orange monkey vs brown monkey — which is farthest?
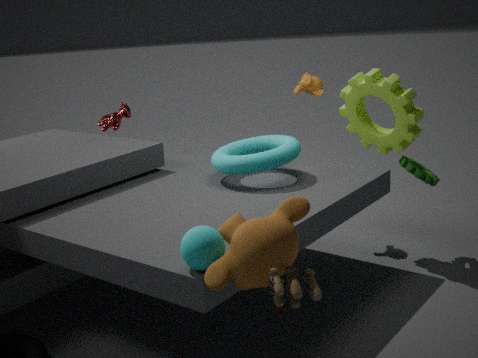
orange monkey
